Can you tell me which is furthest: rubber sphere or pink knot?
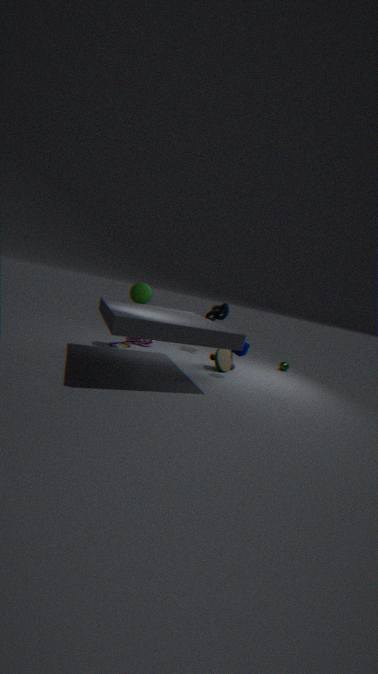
A: pink knot
